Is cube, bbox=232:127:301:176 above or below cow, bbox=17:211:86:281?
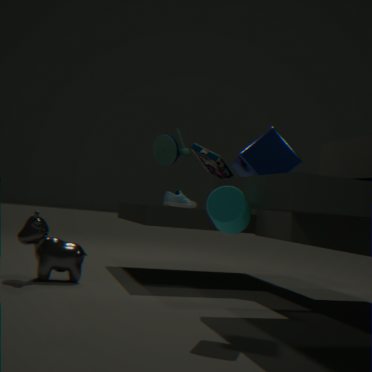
above
